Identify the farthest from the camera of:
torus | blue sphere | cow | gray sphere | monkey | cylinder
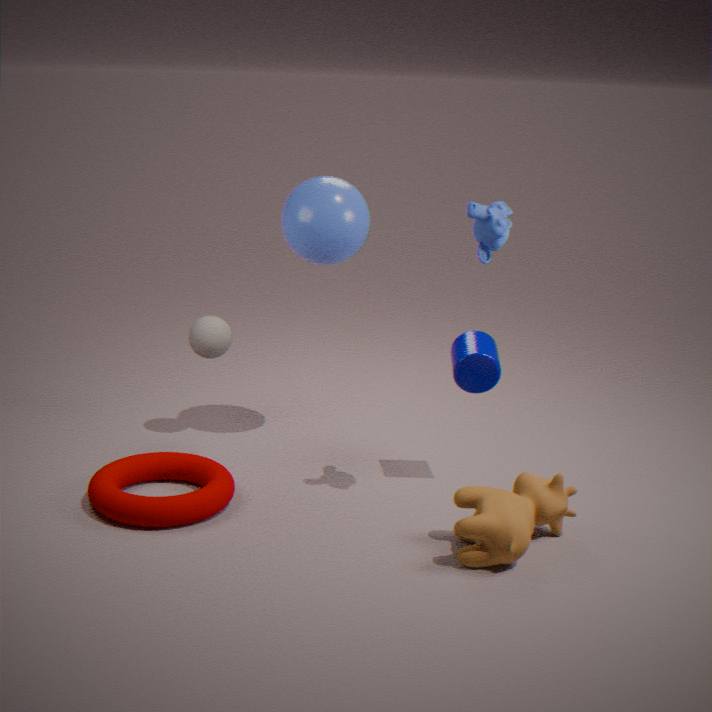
gray sphere
